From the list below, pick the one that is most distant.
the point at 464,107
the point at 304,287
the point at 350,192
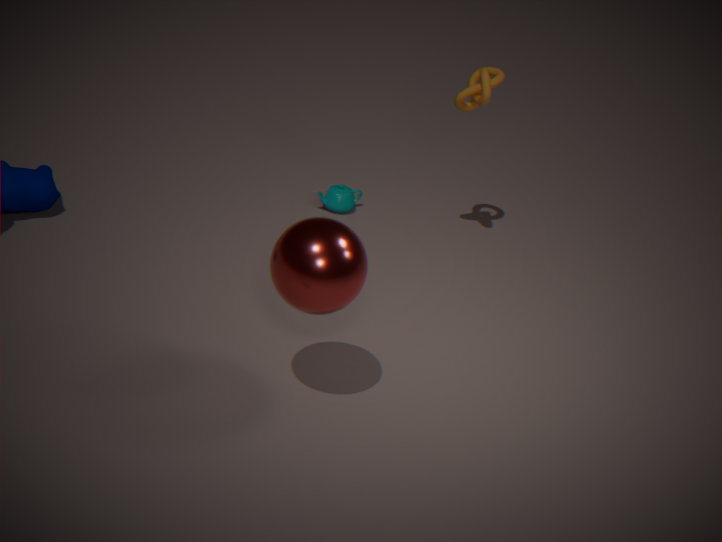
the point at 350,192
